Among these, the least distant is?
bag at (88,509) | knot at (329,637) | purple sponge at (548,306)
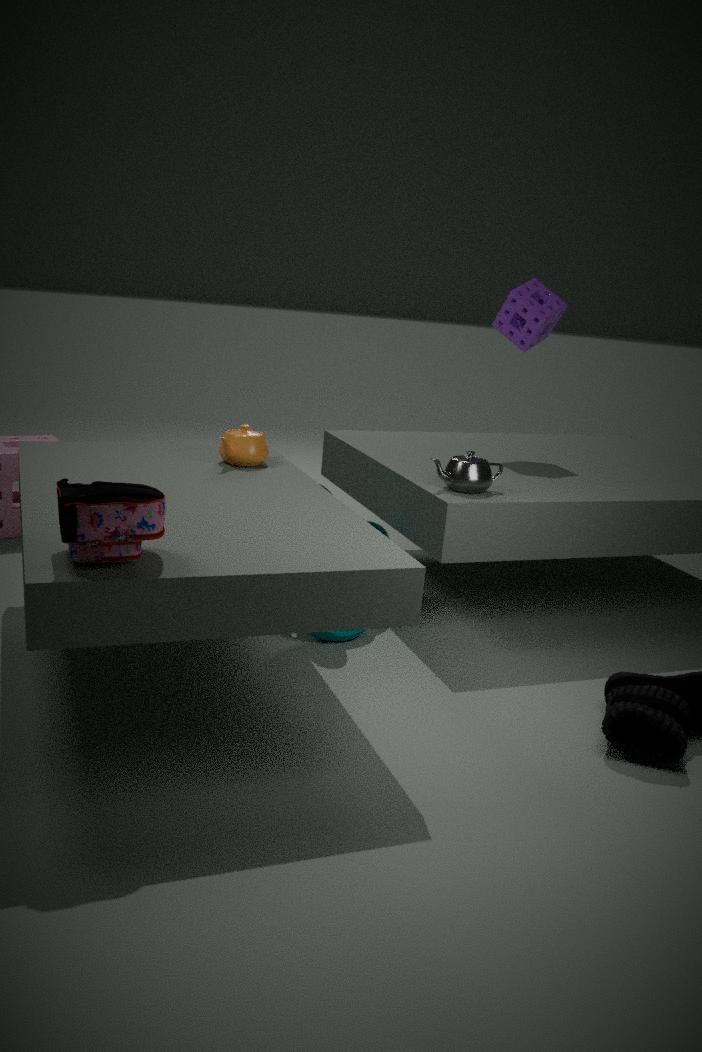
bag at (88,509)
